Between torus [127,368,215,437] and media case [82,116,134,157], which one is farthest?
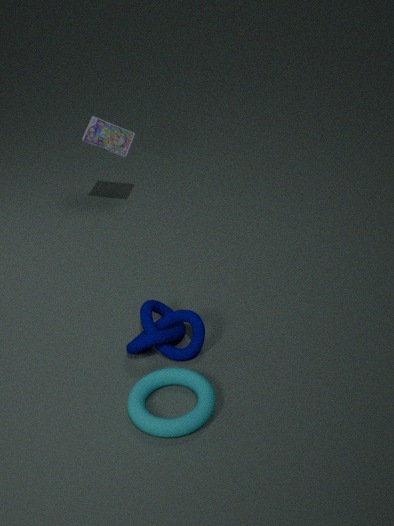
media case [82,116,134,157]
